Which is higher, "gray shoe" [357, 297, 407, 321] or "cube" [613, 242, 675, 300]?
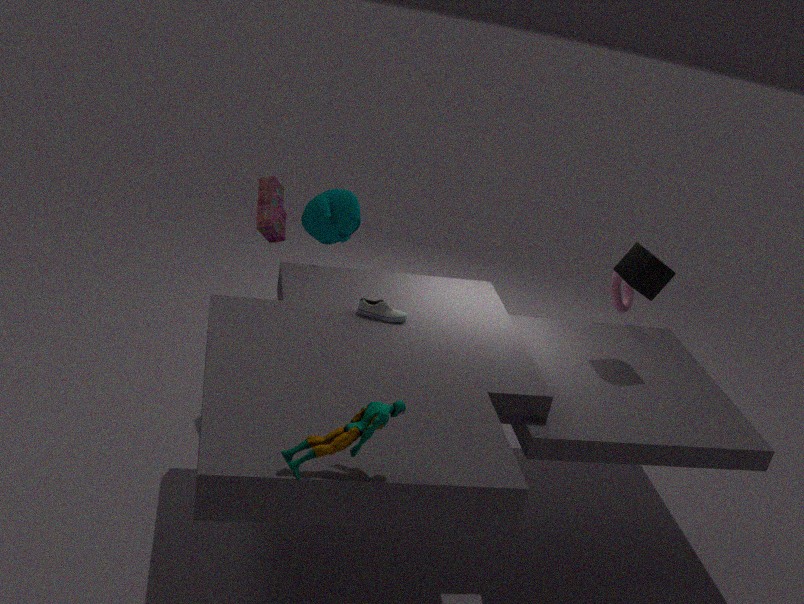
"cube" [613, 242, 675, 300]
